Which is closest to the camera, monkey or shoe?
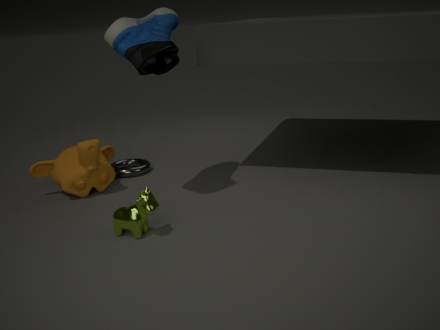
shoe
